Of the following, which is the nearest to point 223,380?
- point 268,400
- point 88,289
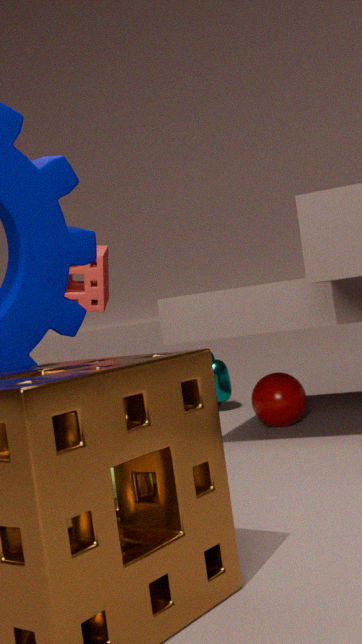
point 268,400
